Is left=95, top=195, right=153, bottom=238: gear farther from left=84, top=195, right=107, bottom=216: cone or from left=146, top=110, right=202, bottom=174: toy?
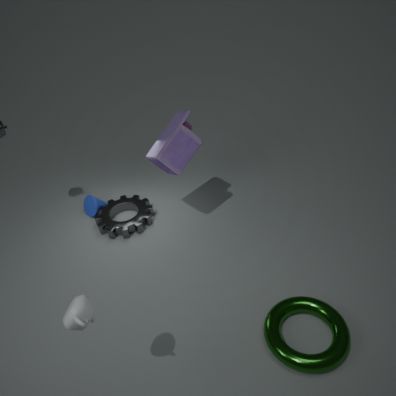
left=146, top=110, right=202, bottom=174: toy
